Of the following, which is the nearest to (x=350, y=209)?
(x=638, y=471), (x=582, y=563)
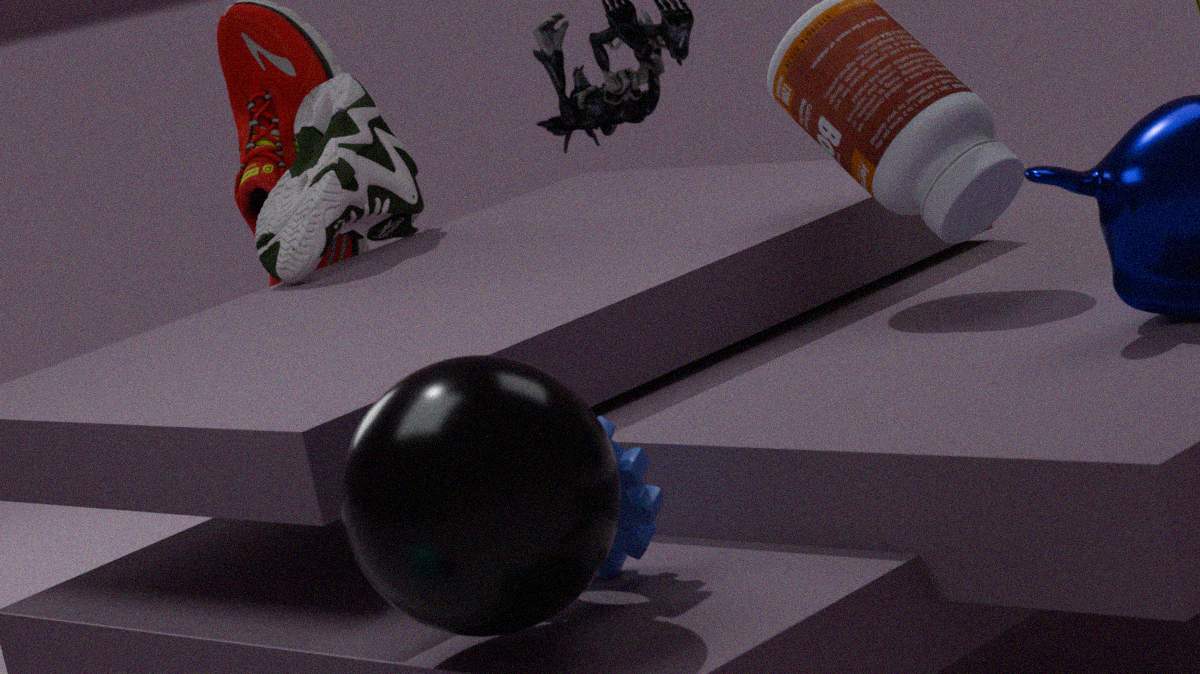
(x=638, y=471)
